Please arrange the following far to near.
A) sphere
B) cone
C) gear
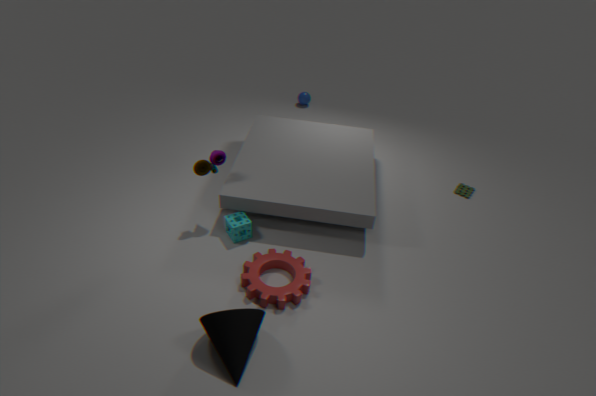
sphere → gear → cone
